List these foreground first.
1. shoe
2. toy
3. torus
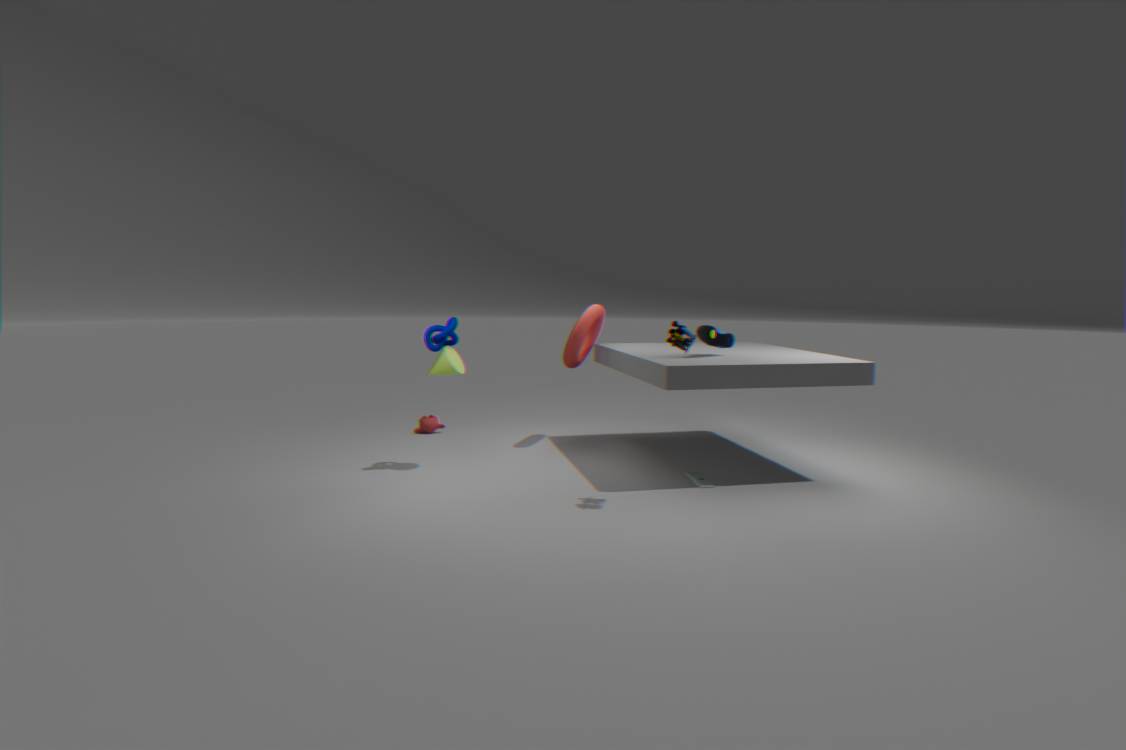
1. toy
2. shoe
3. torus
